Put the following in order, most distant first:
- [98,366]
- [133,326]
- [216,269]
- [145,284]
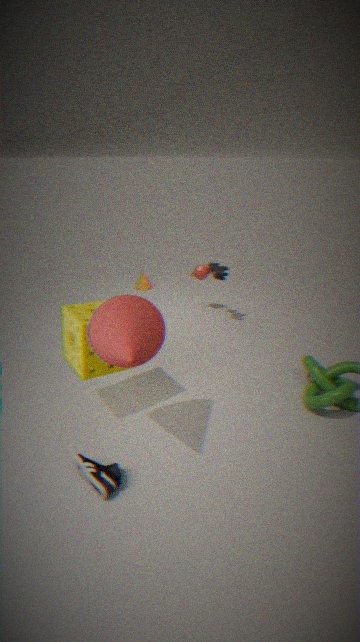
[145,284], [216,269], [98,366], [133,326]
